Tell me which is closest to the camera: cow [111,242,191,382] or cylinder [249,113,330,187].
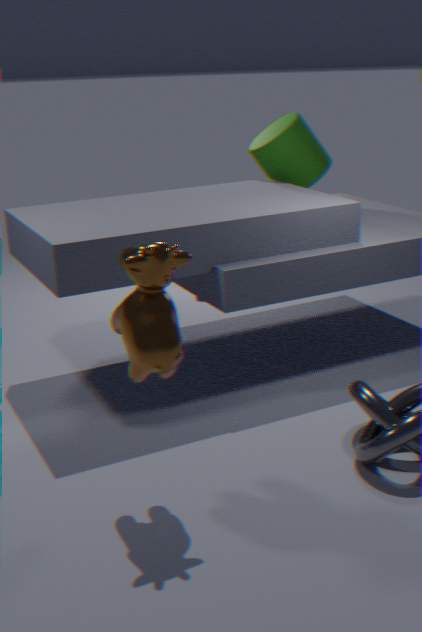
cow [111,242,191,382]
